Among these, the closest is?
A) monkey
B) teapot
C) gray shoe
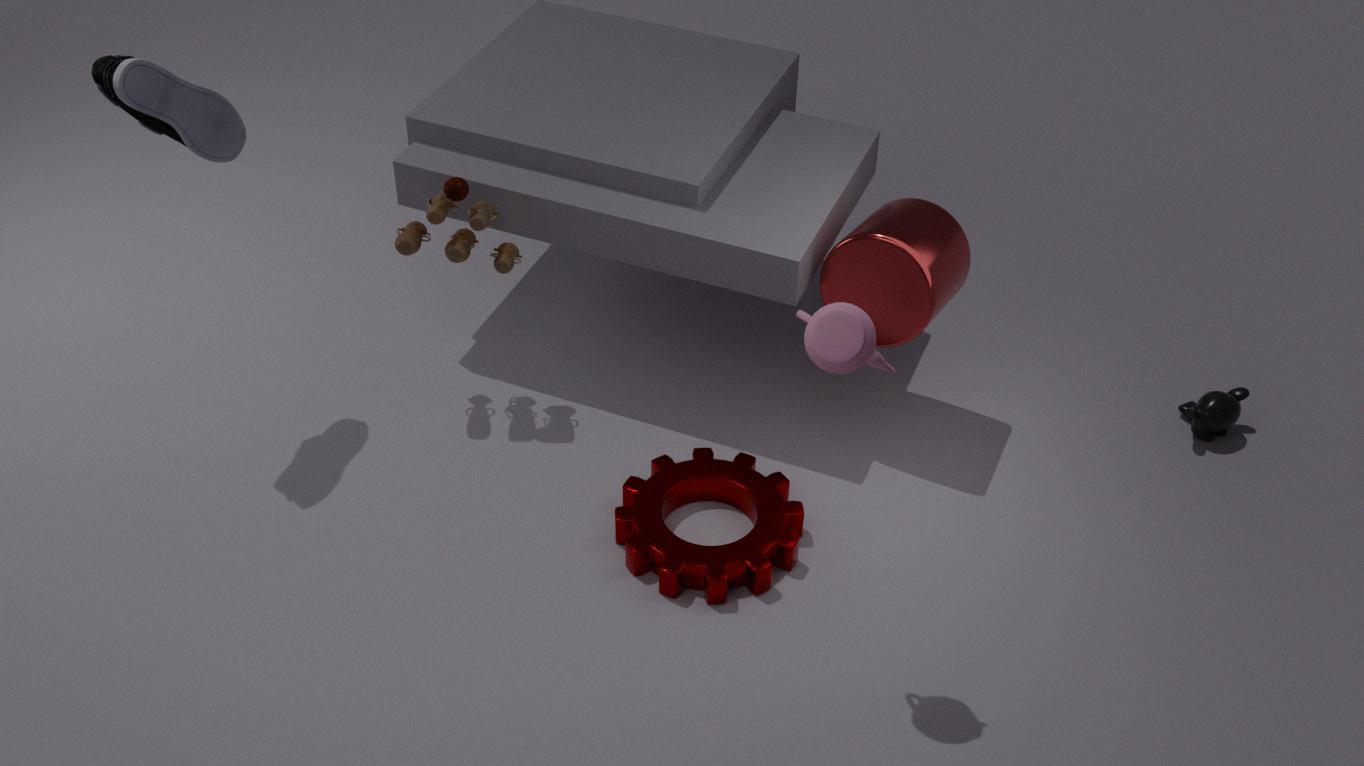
teapot
